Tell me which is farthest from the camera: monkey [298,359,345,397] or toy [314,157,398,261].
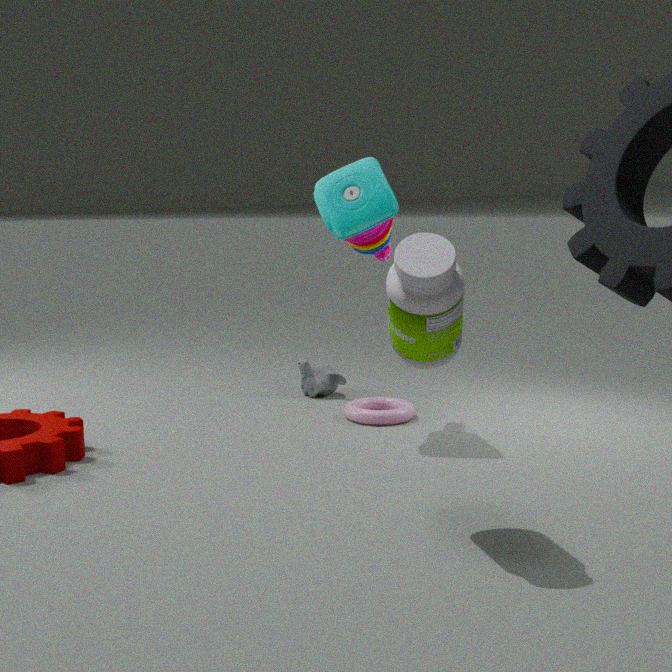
monkey [298,359,345,397]
